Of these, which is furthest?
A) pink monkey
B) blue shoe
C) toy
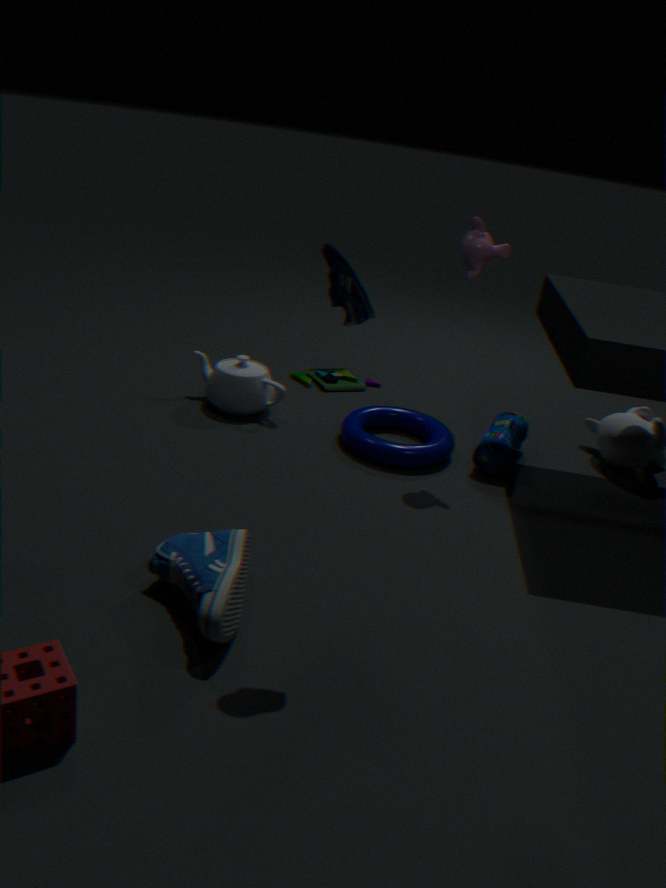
toy
